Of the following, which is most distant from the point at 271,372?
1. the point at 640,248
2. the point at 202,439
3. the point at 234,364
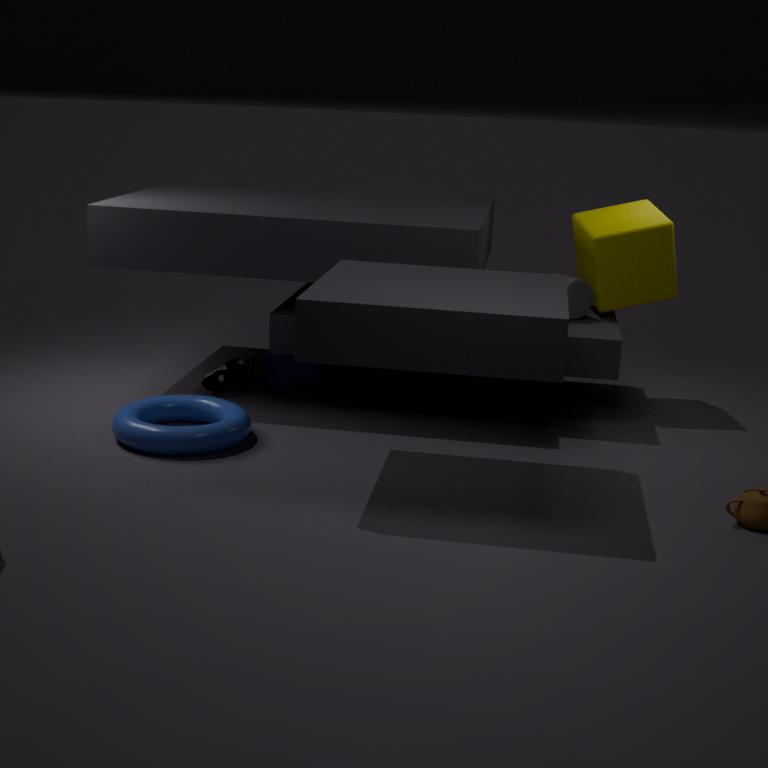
the point at 640,248
